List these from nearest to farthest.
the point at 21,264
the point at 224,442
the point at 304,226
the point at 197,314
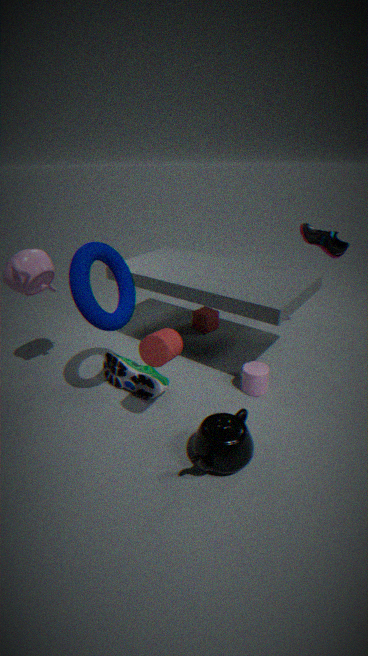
the point at 224,442, the point at 21,264, the point at 304,226, the point at 197,314
